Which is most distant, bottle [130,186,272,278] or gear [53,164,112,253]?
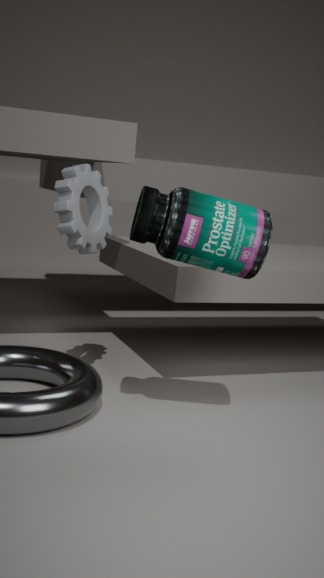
gear [53,164,112,253]
